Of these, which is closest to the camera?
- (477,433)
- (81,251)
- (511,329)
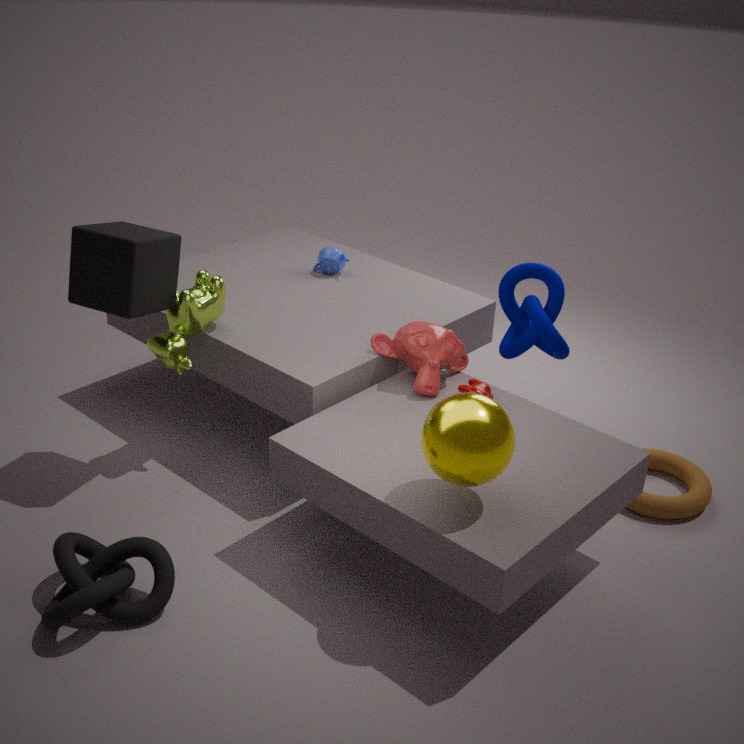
(477,433)
